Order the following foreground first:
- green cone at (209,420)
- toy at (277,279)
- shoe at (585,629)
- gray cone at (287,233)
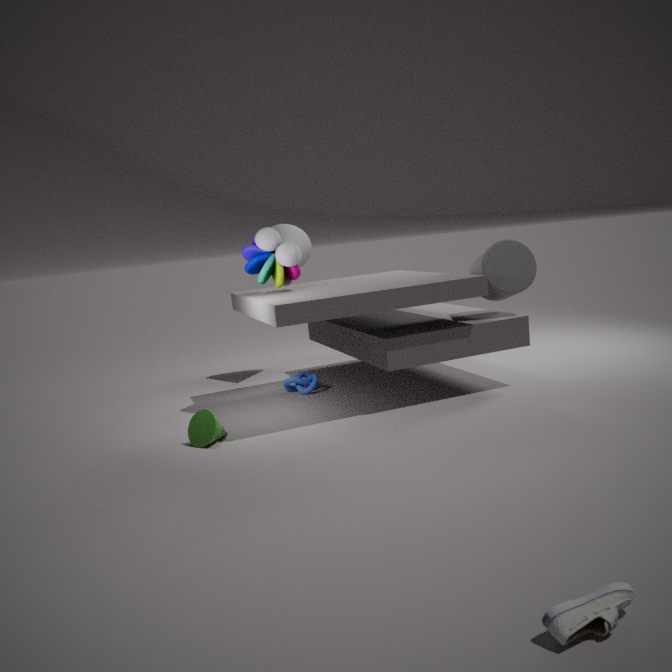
1. shoe at (585,629)
2. green cone at (209,420)
3. toy at (277,279)
4. gray cone at (287,233)
